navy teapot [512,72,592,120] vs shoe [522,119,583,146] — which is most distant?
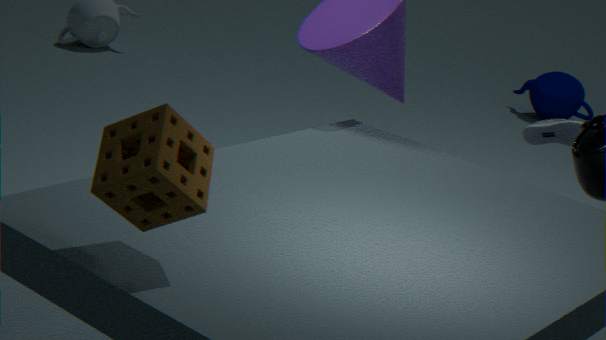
navy teapot [512,72,592,120]
